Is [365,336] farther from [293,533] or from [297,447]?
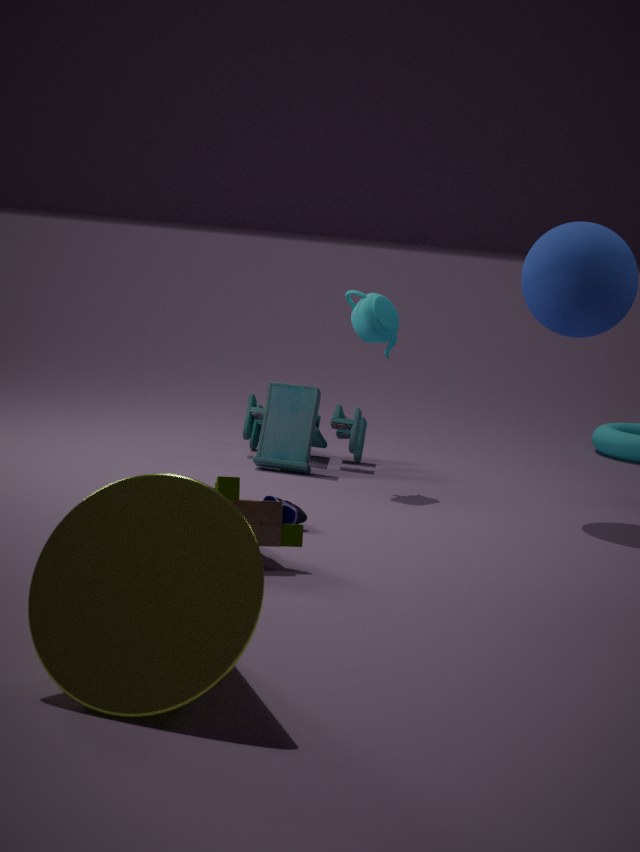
[293,533]
